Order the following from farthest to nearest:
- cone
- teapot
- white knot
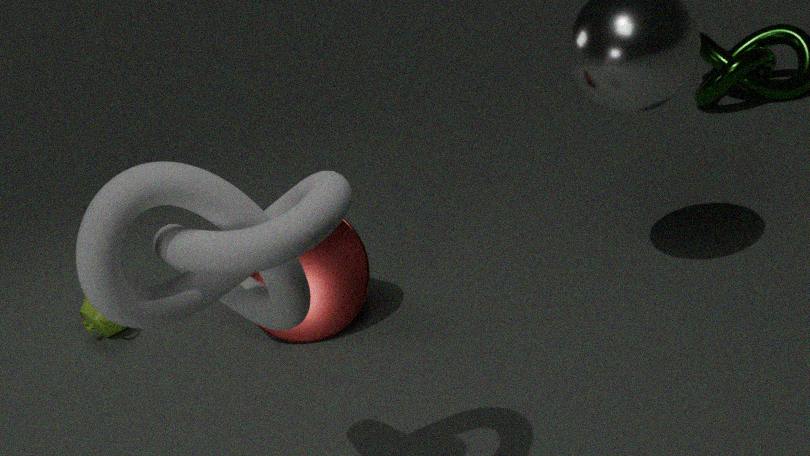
teapot < cone < white knot
